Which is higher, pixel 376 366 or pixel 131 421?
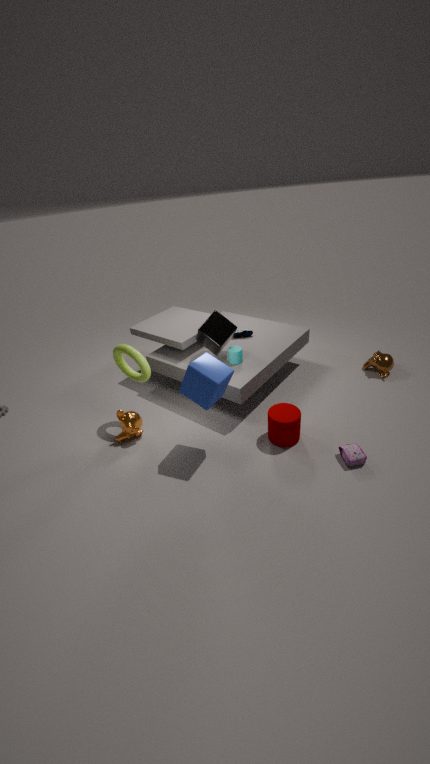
pixel 131 421
